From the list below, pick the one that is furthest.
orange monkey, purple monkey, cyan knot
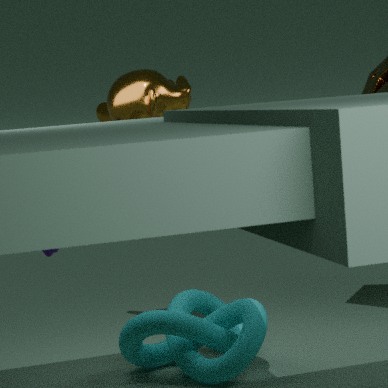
orange monkey
